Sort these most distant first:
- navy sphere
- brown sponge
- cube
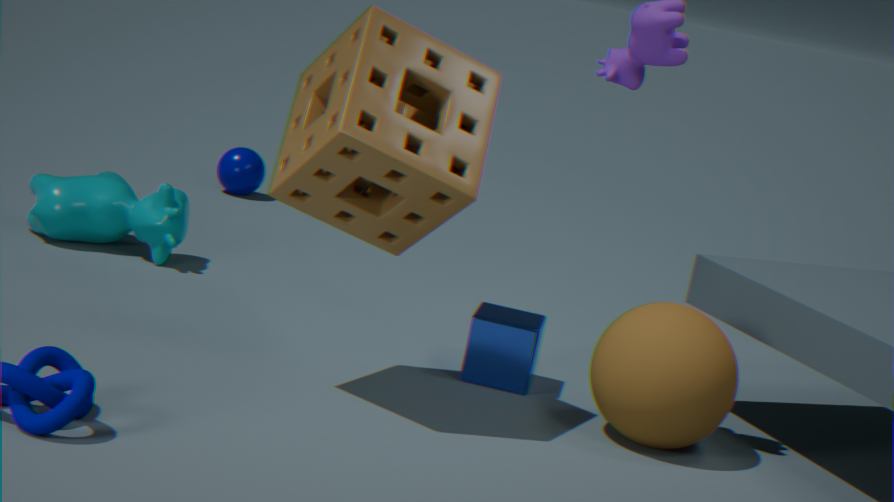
navy sphere
cube
brown sponge
